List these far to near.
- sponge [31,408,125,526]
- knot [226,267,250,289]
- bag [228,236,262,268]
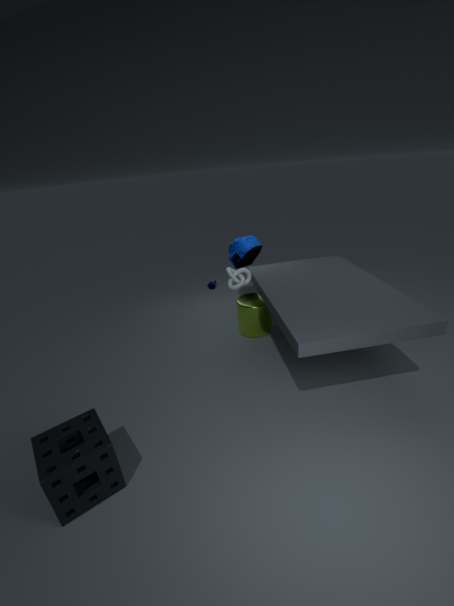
bag [228,236,262,268]
knot [226,267,250,289]
sponge [31,408,125,526]
